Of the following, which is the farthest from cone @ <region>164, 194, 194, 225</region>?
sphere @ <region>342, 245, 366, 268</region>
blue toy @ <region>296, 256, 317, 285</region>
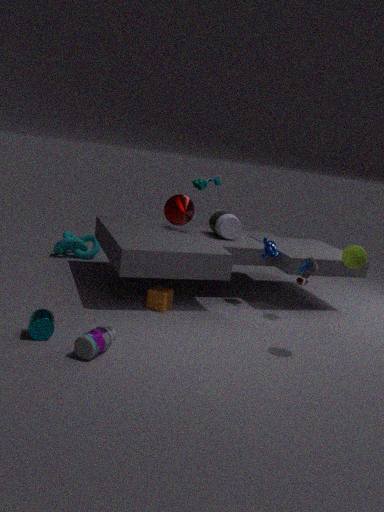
blue toy @ <region>296, 256, 317, 285</region>
